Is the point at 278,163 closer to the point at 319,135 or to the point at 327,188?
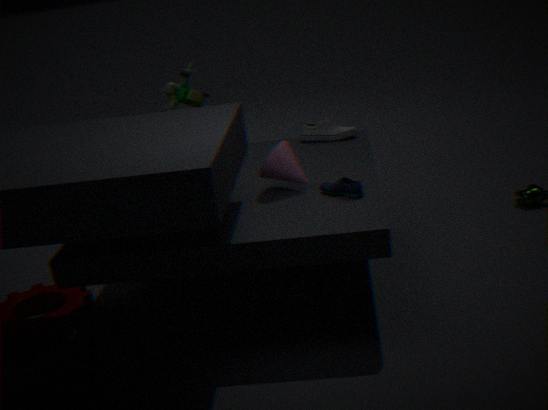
the point at 327,188
